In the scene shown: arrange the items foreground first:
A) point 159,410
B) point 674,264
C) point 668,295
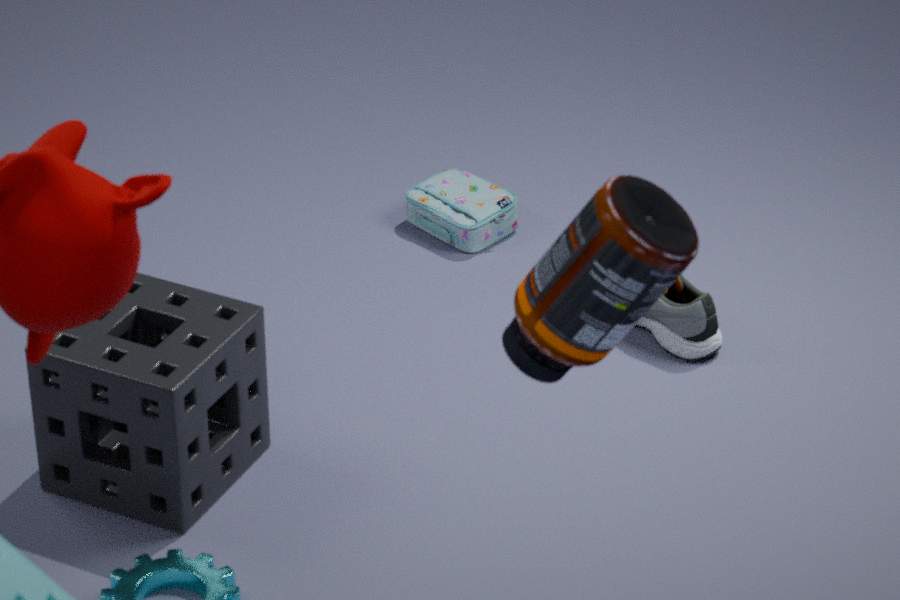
1. B. point 674,264
2. A. point 159,410
3. C. point 668,295
